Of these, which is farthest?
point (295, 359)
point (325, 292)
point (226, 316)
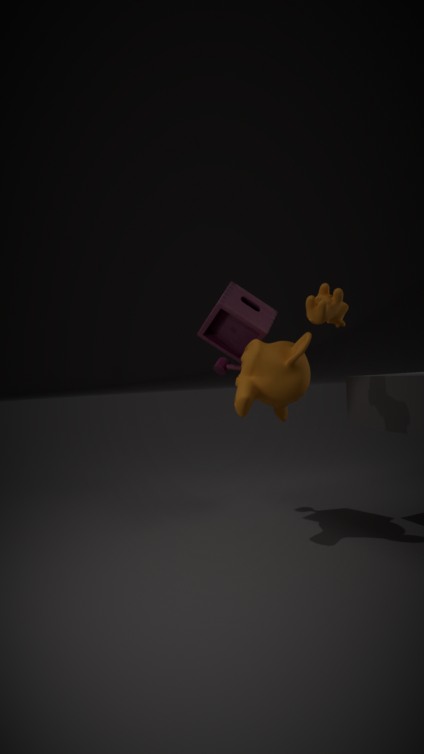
point (226, 316)
